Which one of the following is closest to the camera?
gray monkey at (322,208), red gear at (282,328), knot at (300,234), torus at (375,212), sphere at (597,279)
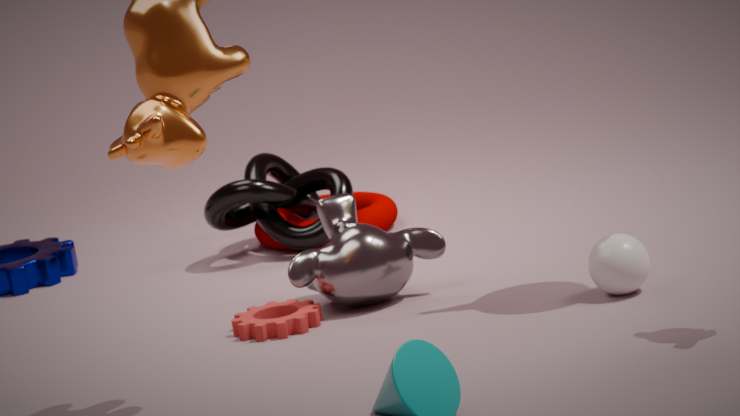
sphere at (597,279)
